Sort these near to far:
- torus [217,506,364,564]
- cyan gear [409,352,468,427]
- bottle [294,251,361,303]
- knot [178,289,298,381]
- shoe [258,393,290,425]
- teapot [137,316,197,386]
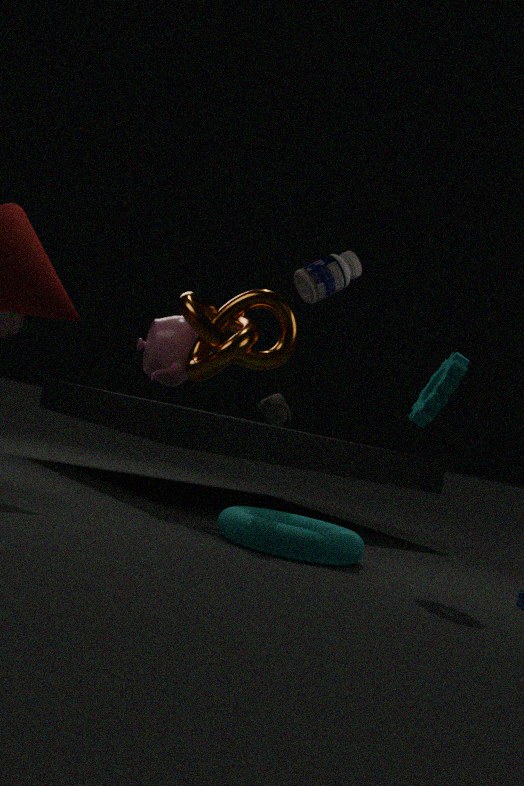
cyan gear [409,352,468,427]
torus [217,506,364,564]
shoe [258,393,290,425]
bottle [294,251,361,303]
knot [178,289,298,381]
teapot [137,316,197,386]
